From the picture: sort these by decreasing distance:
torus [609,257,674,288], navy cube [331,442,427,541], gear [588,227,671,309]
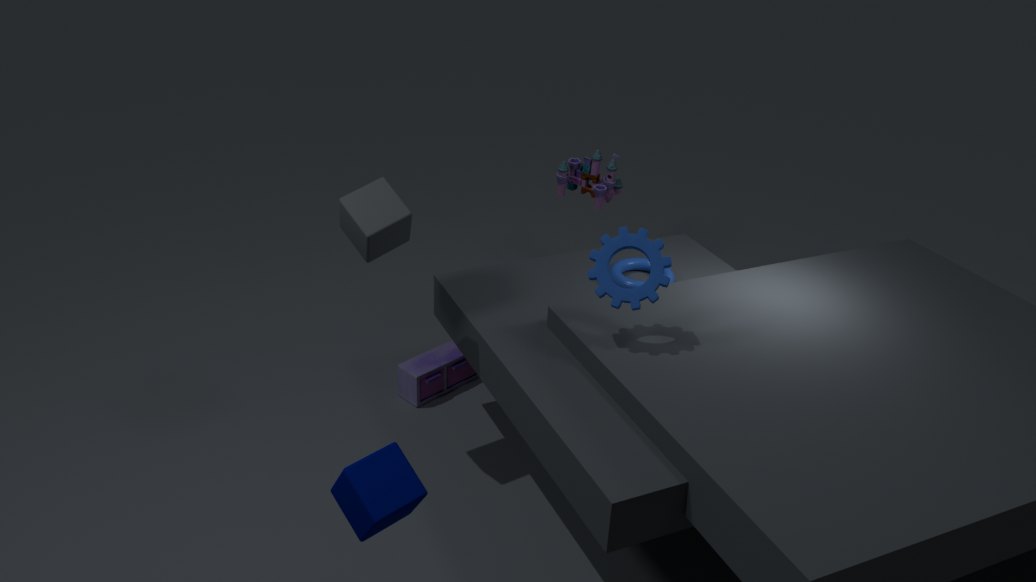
torus [609,257,674,288] < gear [588,227,671,309] < navy cube [331,442,427,541]
